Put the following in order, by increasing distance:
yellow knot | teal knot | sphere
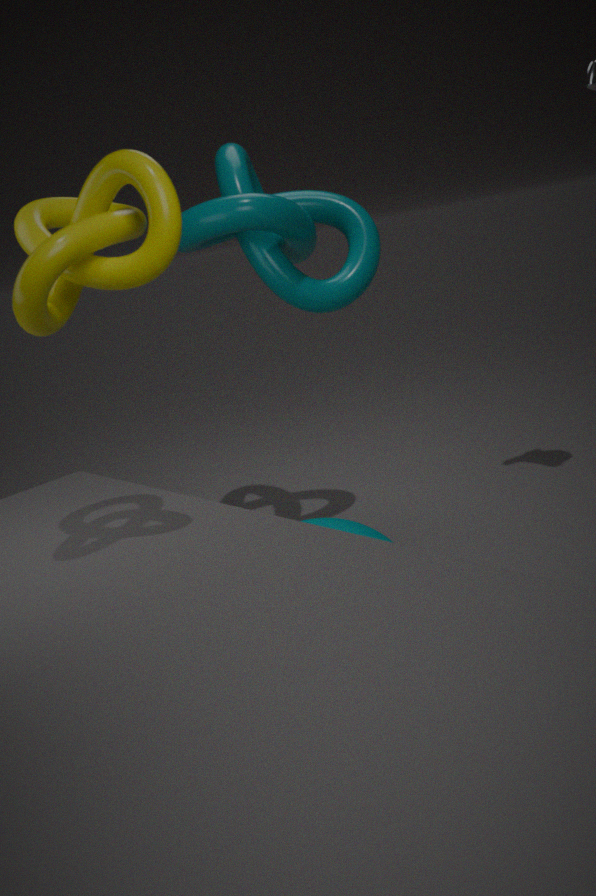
yellow knot
sphere
teal knot
